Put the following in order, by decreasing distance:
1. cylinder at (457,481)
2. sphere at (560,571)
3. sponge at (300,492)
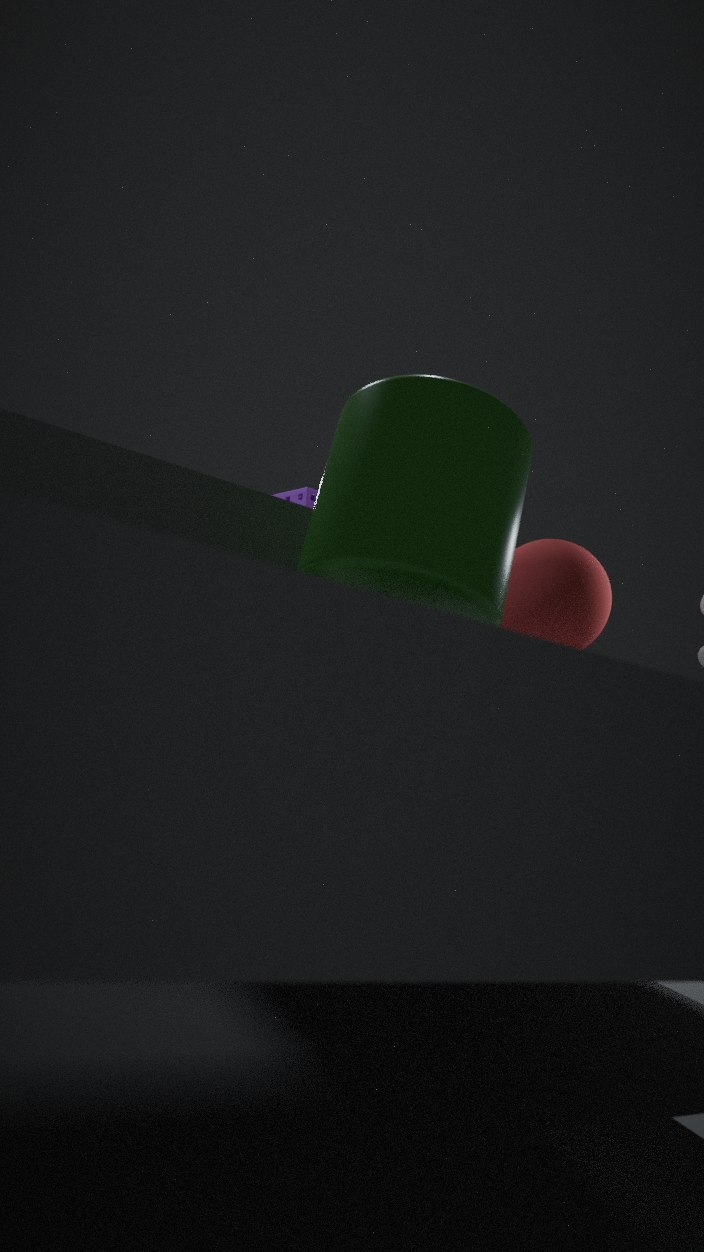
1. sponge at (300,492)
2. sphere at (560,571)
3. cylinder at (457,481)
